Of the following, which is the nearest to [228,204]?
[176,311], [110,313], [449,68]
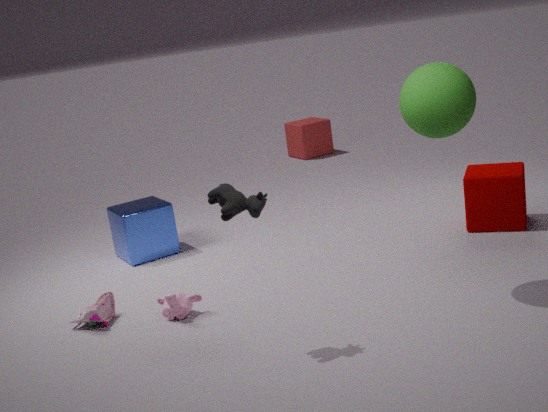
[176,311]
